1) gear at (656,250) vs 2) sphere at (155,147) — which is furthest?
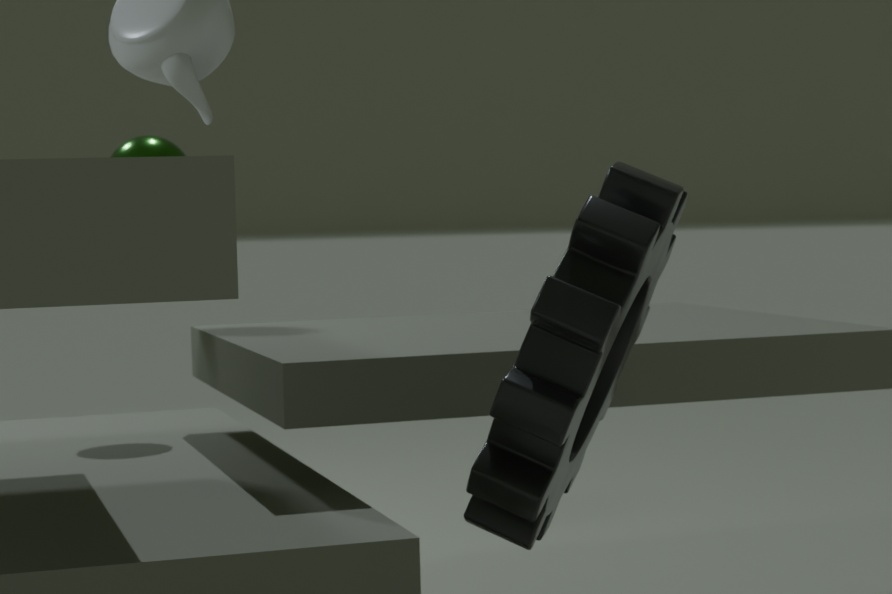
2. sphere at (155,147)
